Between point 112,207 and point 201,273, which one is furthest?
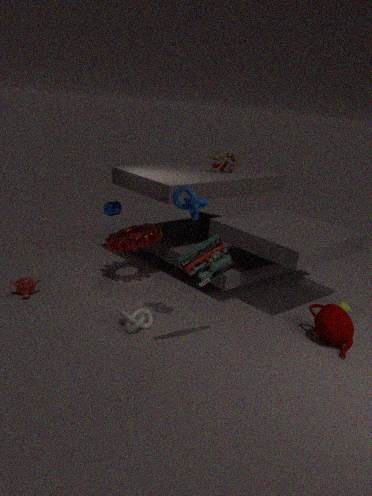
point 112,207
